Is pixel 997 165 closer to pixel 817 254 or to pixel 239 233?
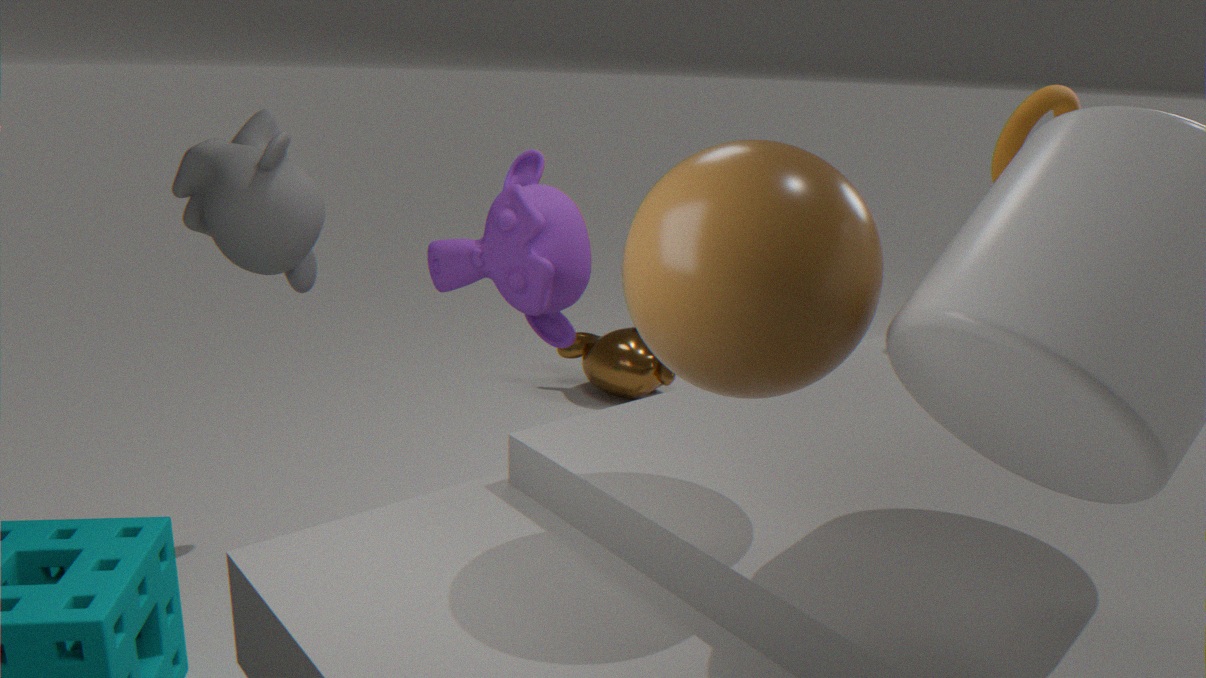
pixel 817 254
